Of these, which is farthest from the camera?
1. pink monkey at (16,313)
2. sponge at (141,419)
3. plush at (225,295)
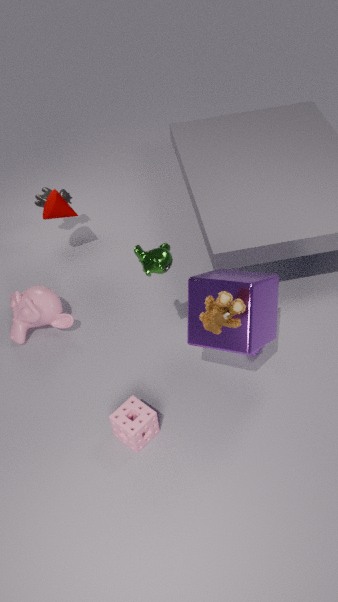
pink monkey at (16,313)
